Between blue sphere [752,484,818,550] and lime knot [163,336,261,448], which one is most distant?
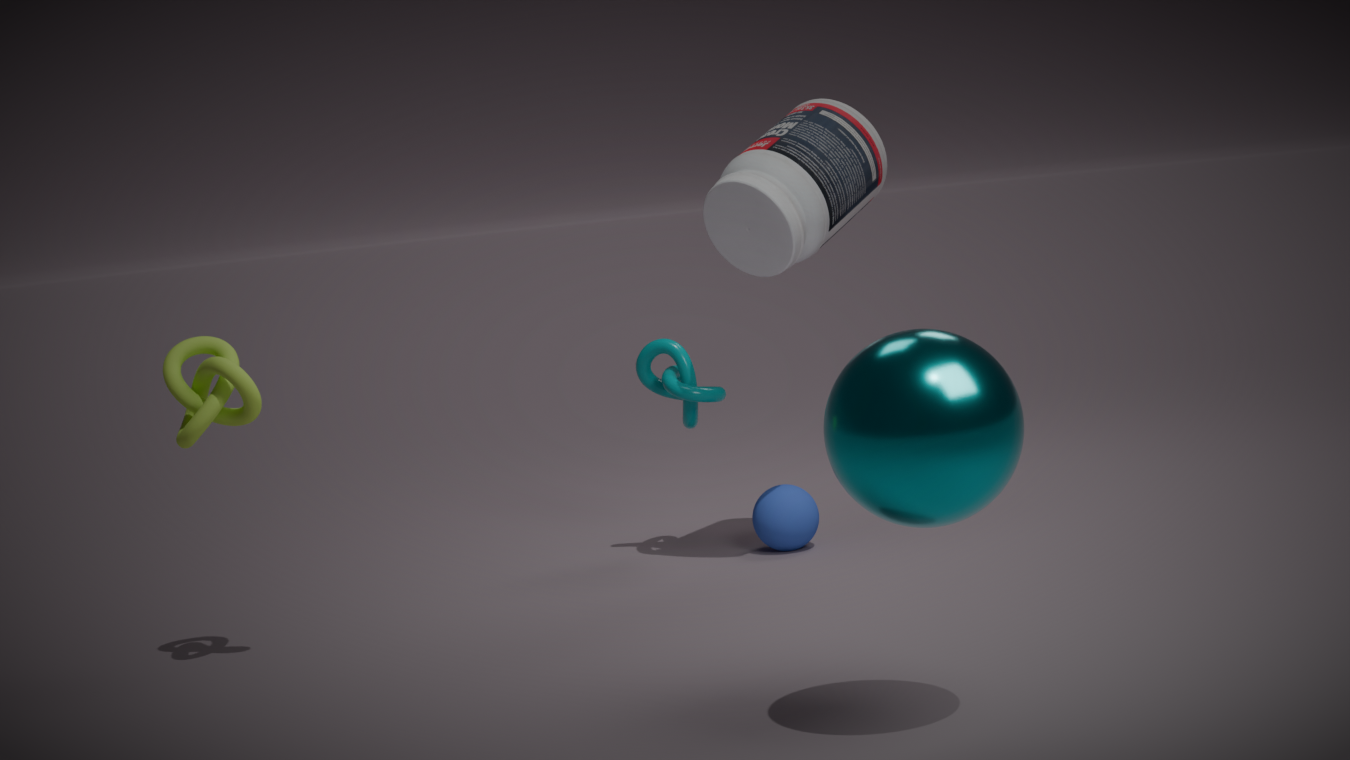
blue sphere [752,484,818,550]
